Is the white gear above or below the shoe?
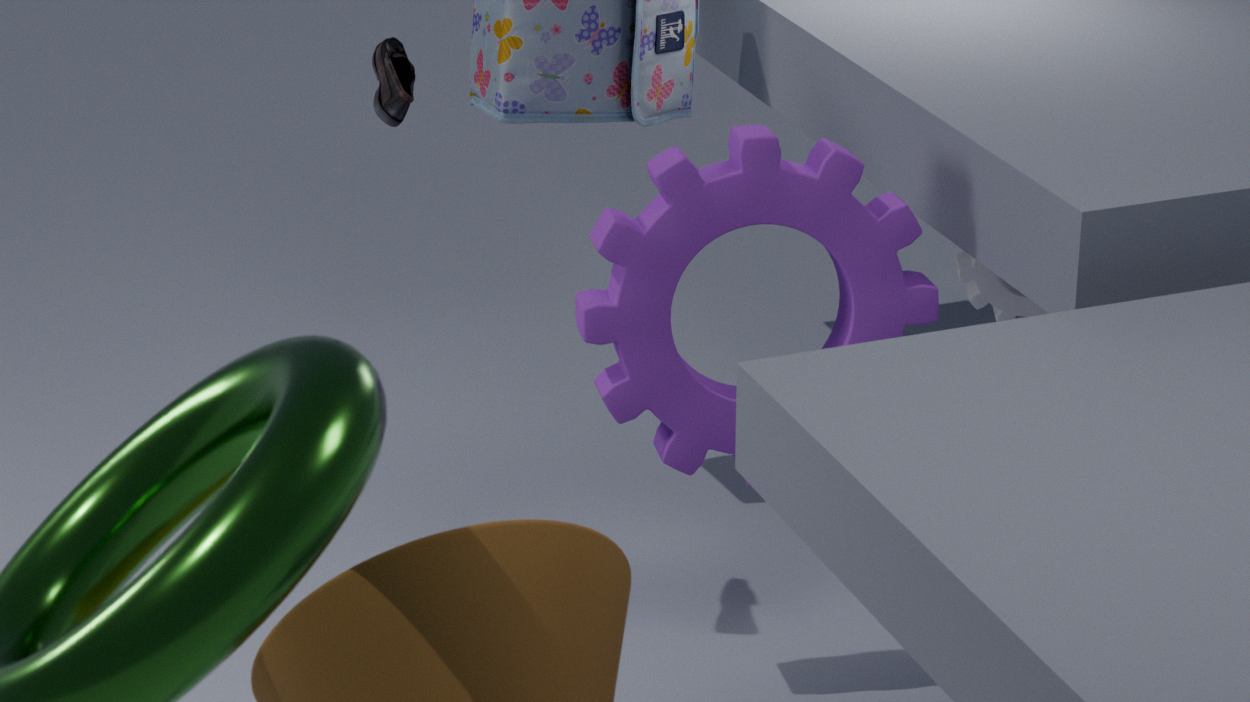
below
